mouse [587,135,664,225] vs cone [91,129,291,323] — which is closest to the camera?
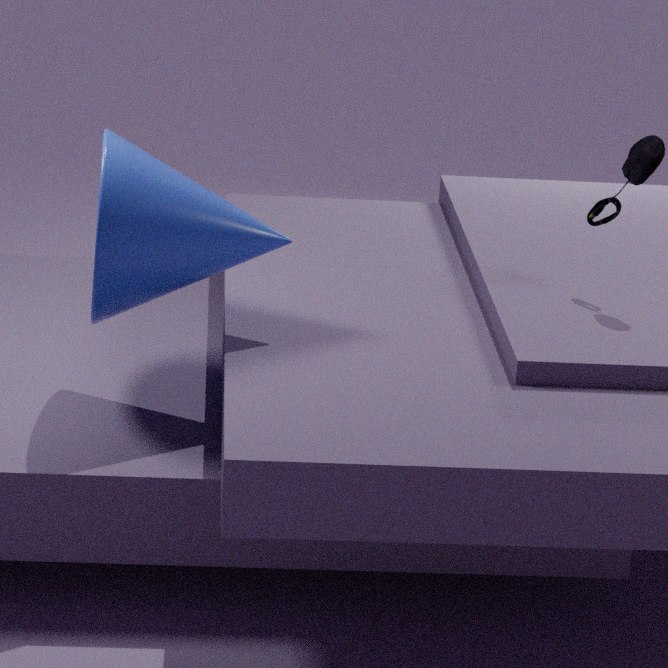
cone [91,129,291,323]
